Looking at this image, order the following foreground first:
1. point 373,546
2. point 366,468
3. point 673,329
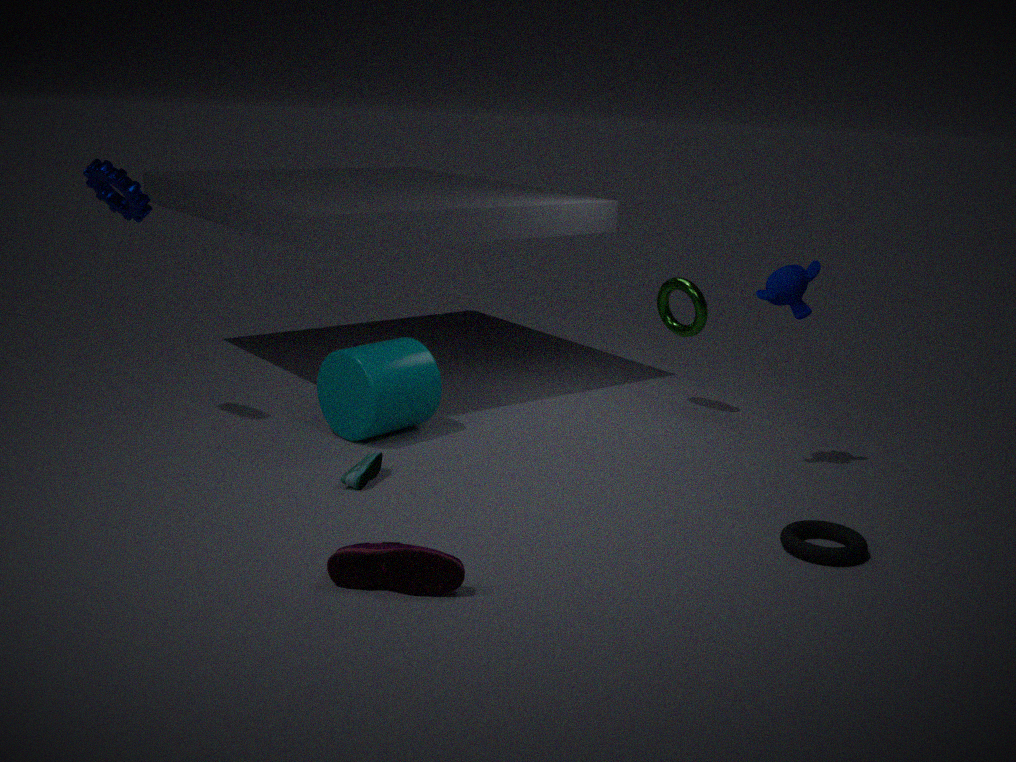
point 373,546 → point 366,468 → point 673,329
